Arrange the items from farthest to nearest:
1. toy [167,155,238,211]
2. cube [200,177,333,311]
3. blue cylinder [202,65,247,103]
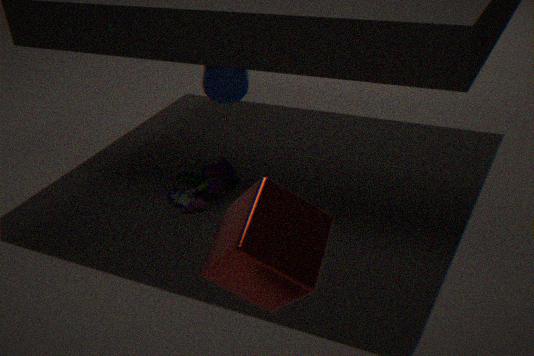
toy [167,155,238,211] < blue cylinder [202,65,247,103] < cube [200,177,333,311]
